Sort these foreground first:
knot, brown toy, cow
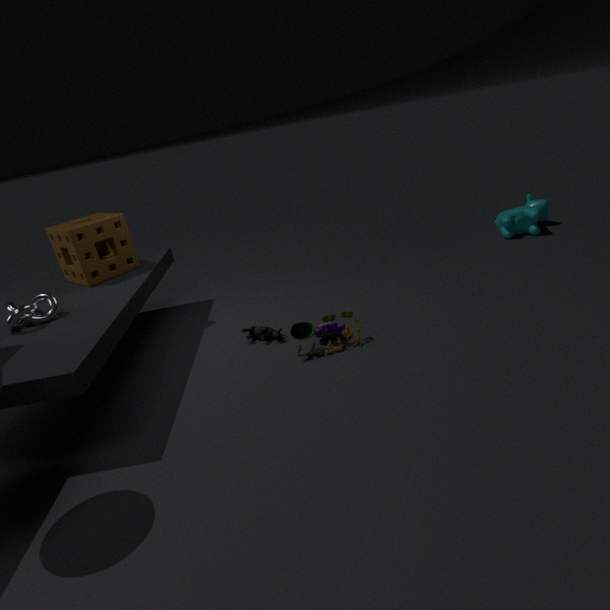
knot < brown toy < cow
